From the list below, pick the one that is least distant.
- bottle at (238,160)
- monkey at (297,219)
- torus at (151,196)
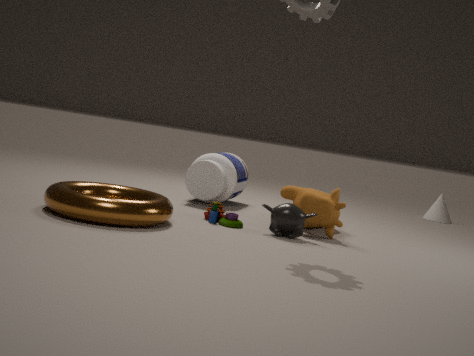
torus at (151,196)
